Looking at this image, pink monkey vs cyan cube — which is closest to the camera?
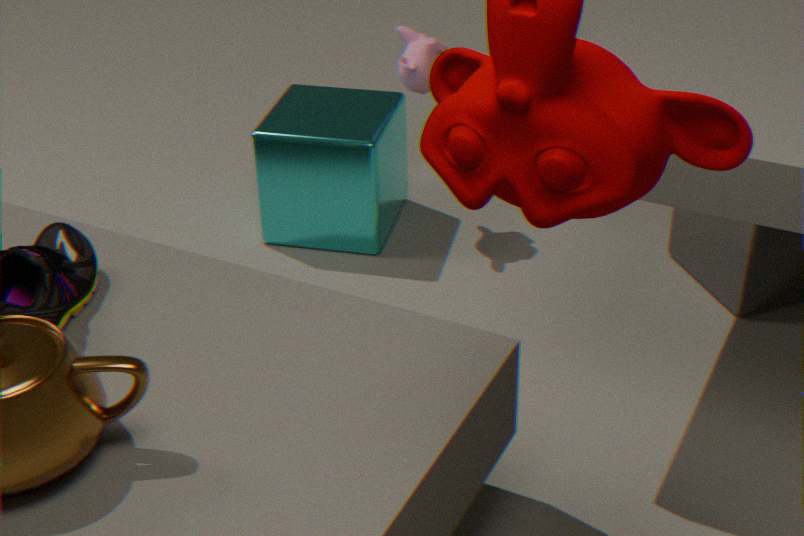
pink monkey
